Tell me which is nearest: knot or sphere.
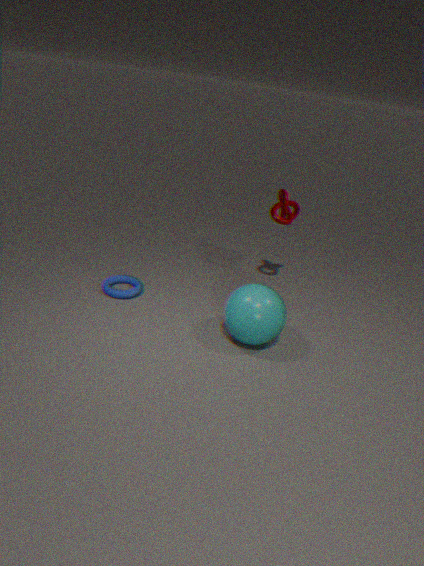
sphere
